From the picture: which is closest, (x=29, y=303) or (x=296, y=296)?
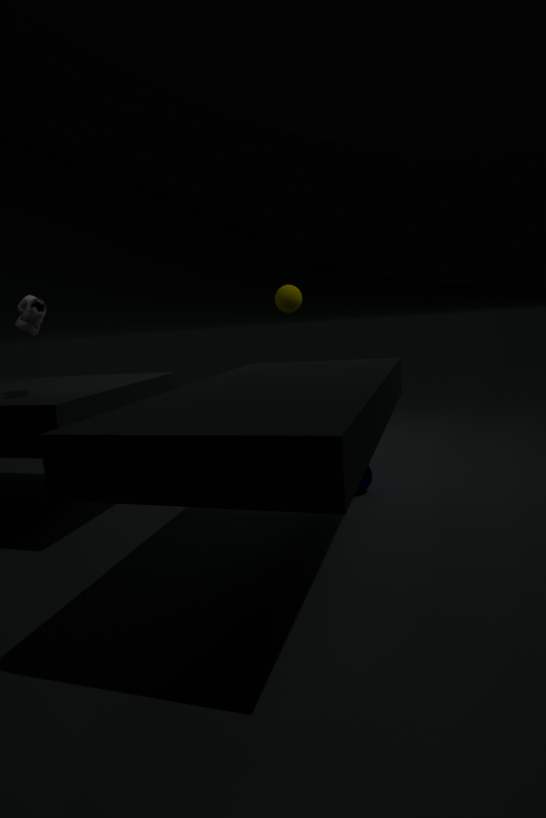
(x=29, y=303)
